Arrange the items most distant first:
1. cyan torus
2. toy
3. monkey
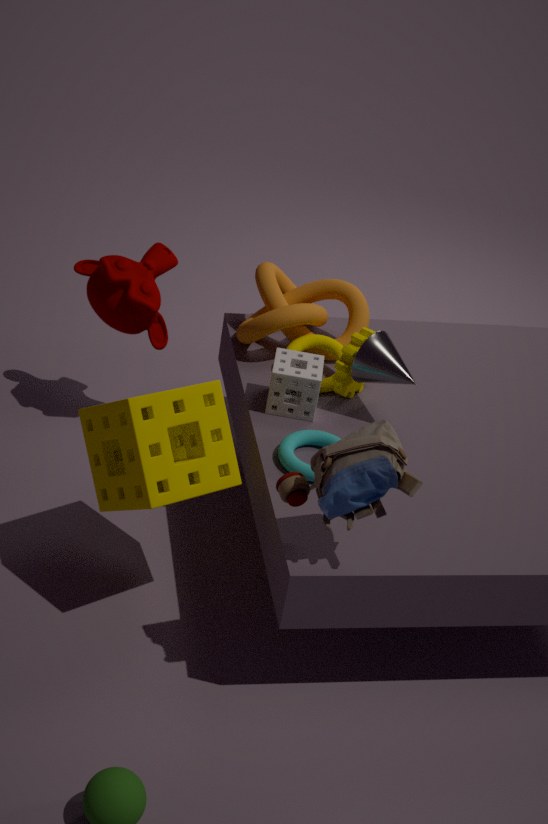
monkey → cyan torus → toy
